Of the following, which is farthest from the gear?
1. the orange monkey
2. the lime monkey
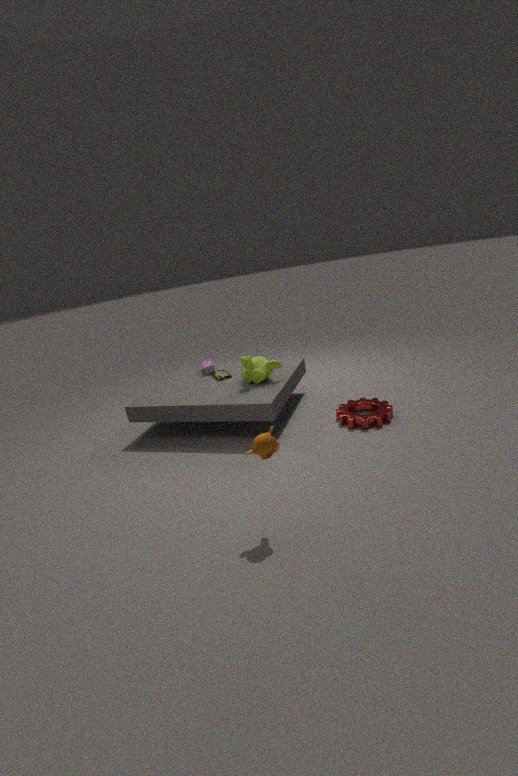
the orange monkey
